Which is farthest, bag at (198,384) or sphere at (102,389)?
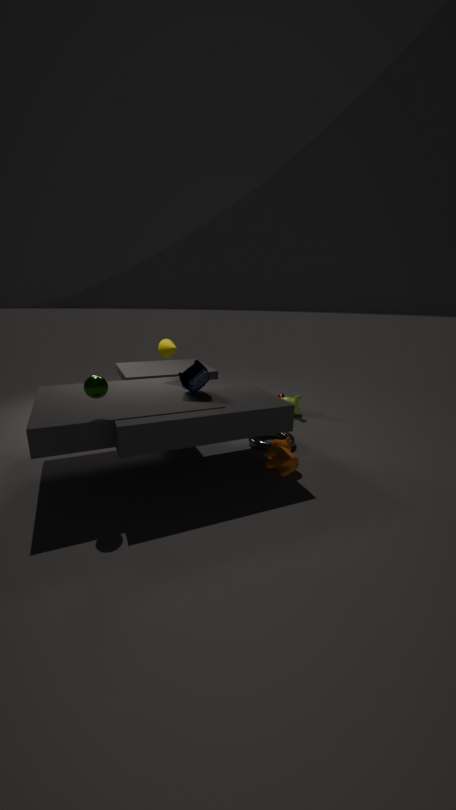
bag at (198,384)
